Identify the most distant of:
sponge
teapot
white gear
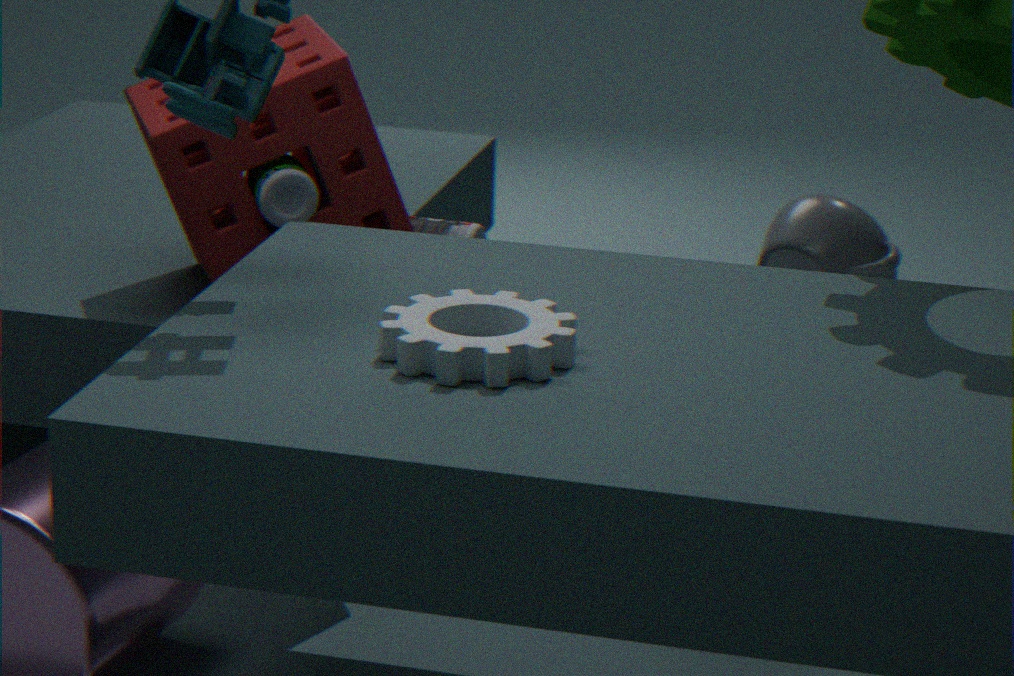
teapot
